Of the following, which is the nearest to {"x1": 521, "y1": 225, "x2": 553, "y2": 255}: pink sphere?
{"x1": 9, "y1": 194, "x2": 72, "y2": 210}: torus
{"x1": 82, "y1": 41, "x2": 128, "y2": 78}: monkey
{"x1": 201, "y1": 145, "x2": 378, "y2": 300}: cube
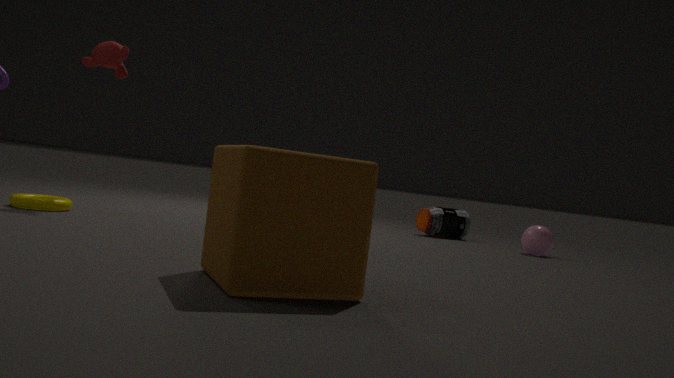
{"x1": 201, "y1": 145, "x2": 378, "y2": 300}: cube
